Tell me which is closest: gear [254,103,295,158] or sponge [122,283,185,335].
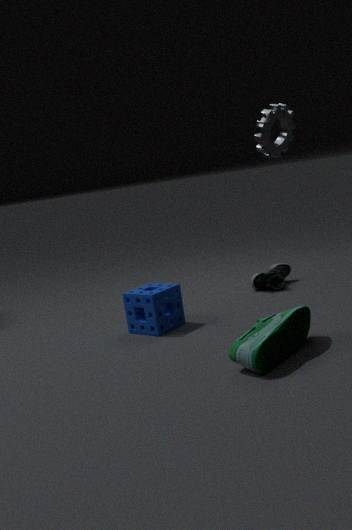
sponge [122,283,185,335]
